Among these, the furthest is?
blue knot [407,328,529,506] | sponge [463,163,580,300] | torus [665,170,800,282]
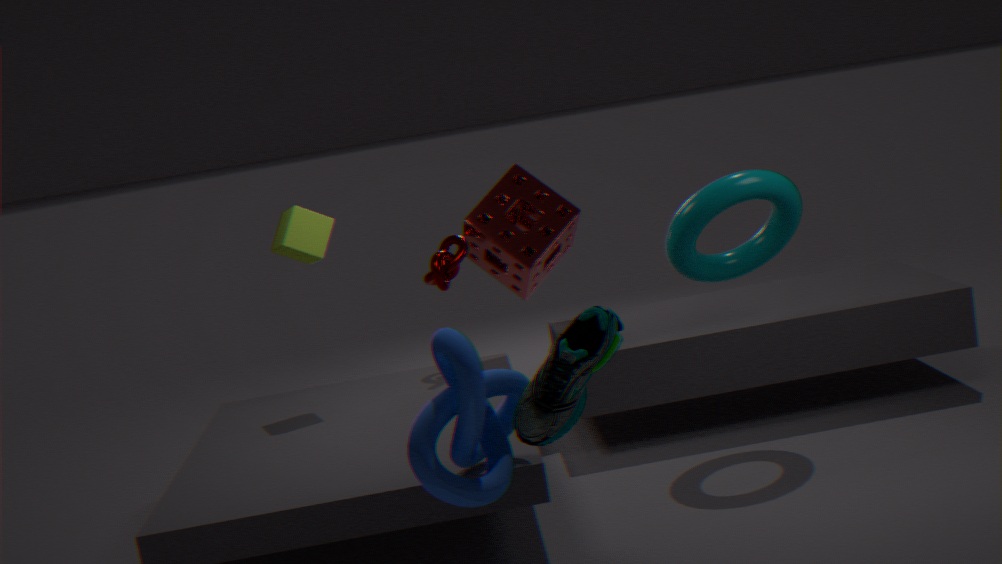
sponge [463,163,580,300]
